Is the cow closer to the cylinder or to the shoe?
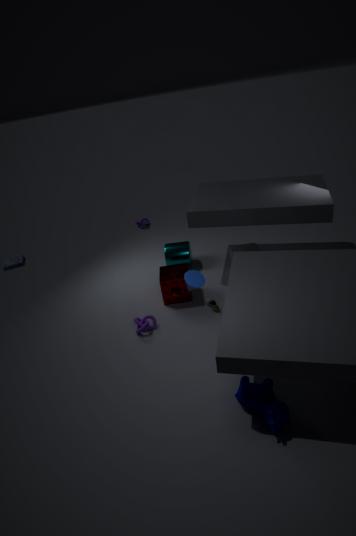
the shoe
